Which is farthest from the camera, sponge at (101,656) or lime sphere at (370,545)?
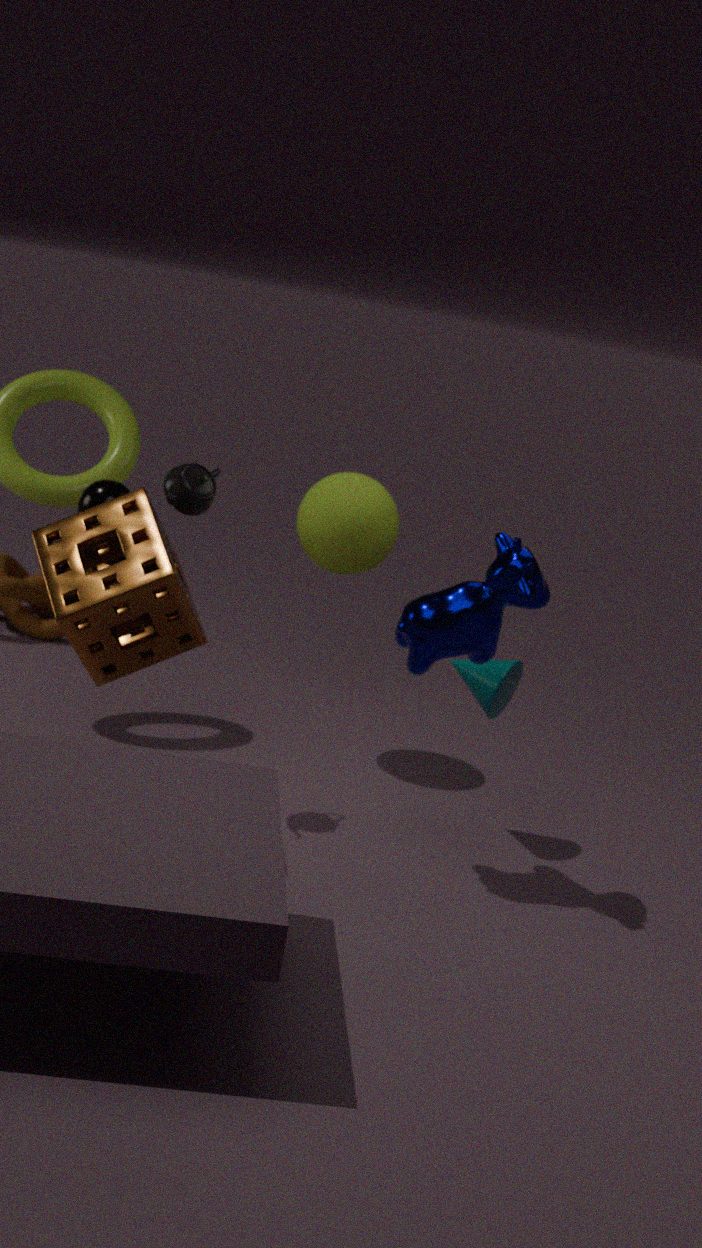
lime sphere at (370,545)
